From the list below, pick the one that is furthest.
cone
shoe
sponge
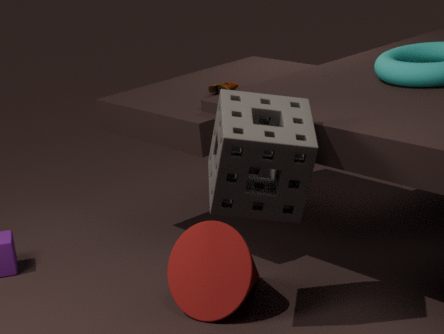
shoe
